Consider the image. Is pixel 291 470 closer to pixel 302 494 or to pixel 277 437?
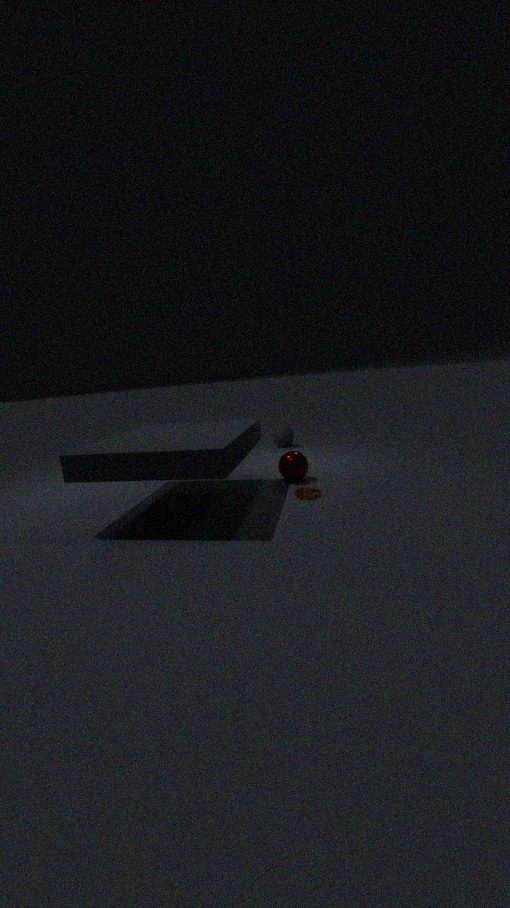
pixel 302 494
